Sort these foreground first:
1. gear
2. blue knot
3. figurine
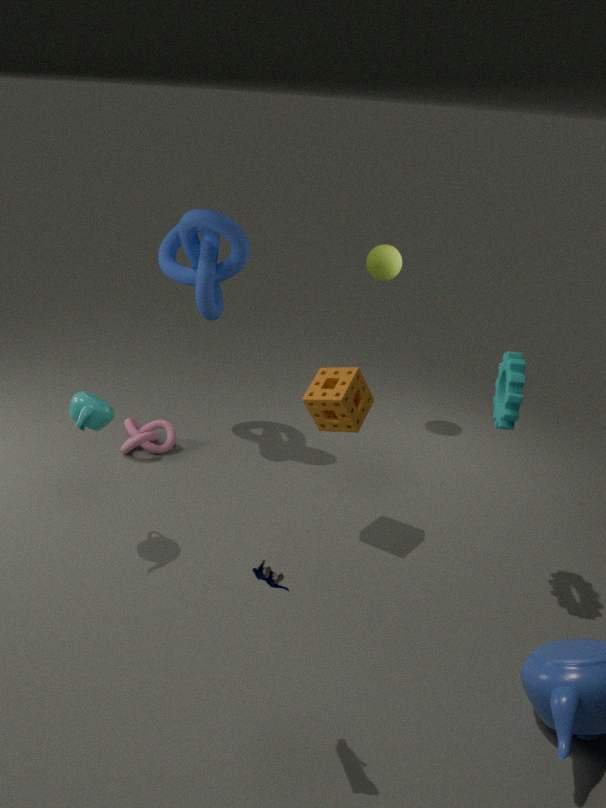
figurine → gear → blue knot
